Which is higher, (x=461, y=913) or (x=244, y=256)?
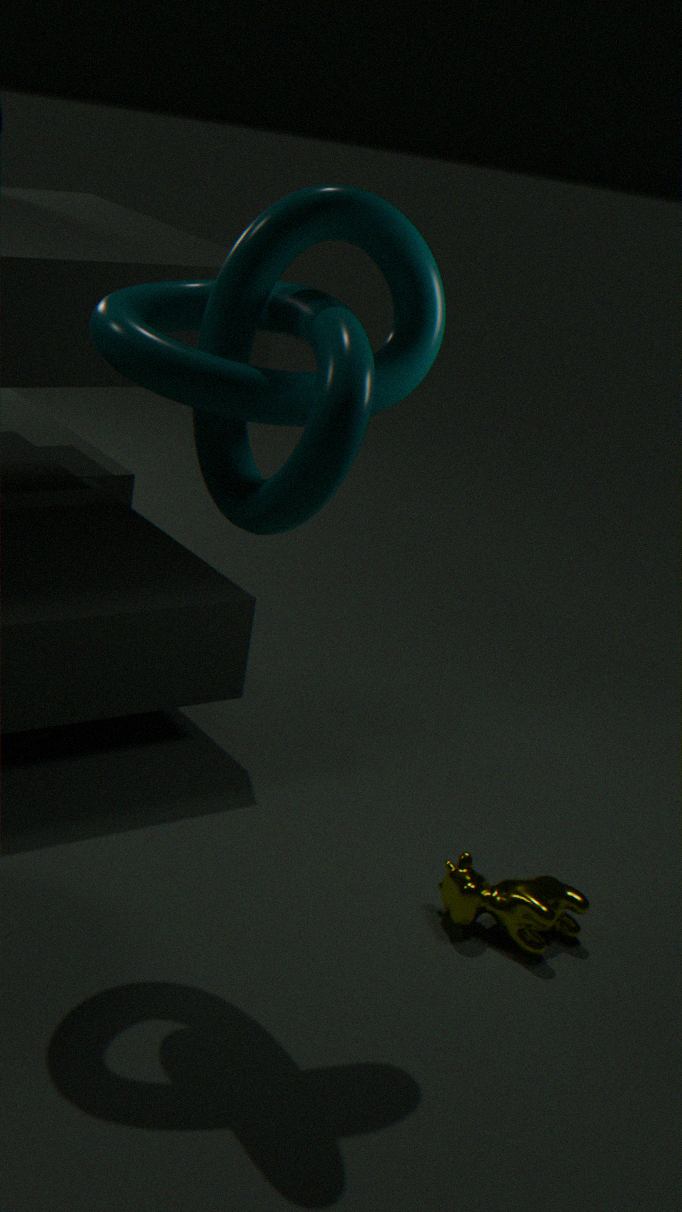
(x=244, y=256)
